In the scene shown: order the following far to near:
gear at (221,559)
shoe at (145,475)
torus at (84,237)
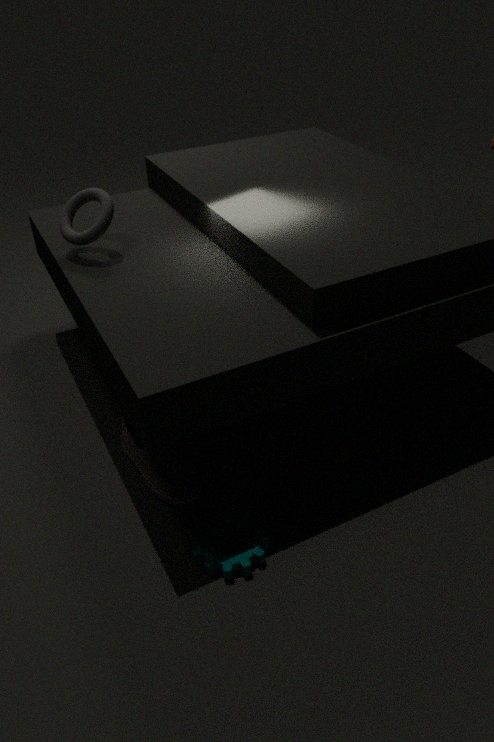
torus at (84,237)
shoe at (145,475)
gear at (221,559)
